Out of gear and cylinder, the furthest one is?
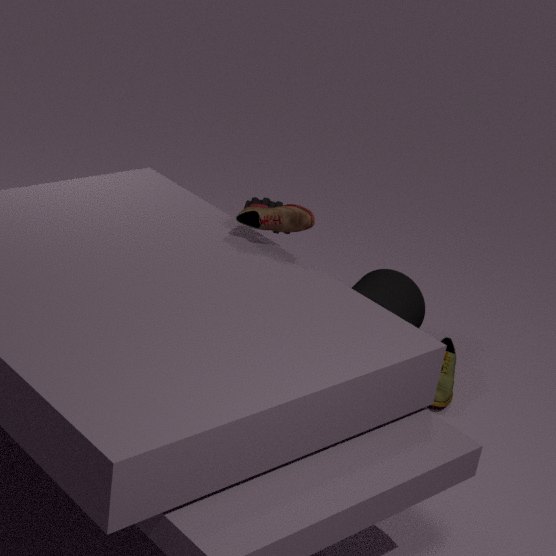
gear
